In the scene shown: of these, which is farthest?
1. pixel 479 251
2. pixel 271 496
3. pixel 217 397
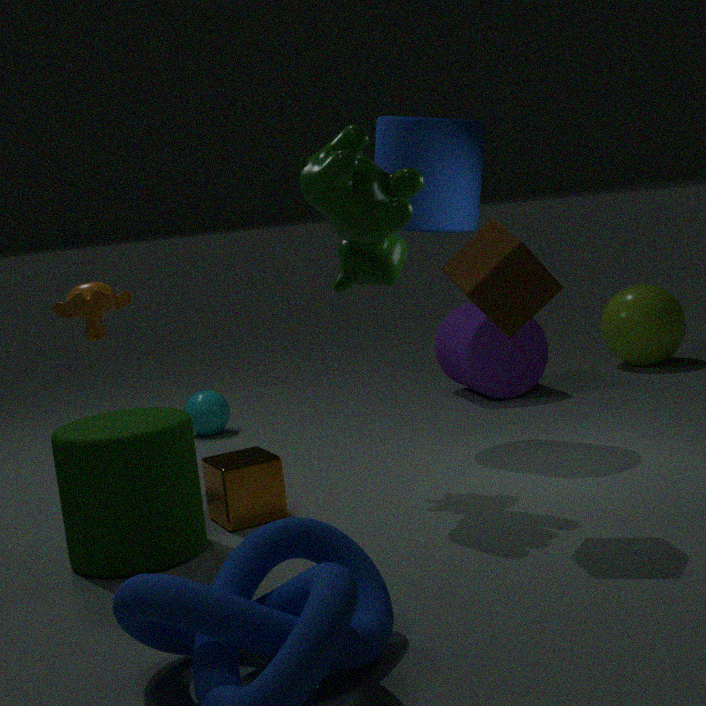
pixel 217 397
